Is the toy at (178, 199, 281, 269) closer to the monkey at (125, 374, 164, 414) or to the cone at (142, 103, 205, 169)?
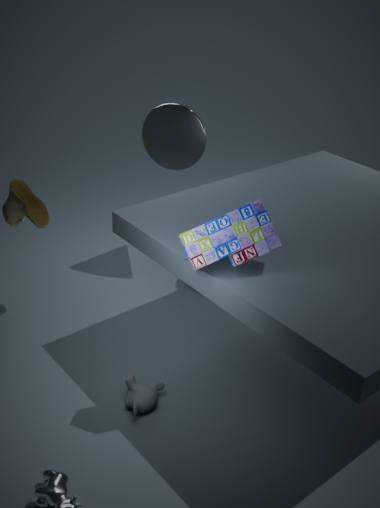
the monkey at (125, 374, 164, 414)
